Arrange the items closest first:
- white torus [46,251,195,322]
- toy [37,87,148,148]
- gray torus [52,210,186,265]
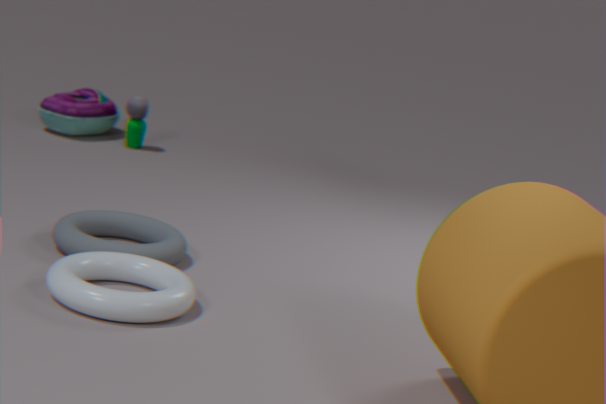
white torus [46,251,195,322] < gray torus [52,210,186,265] < toy [37,87,148,148]
